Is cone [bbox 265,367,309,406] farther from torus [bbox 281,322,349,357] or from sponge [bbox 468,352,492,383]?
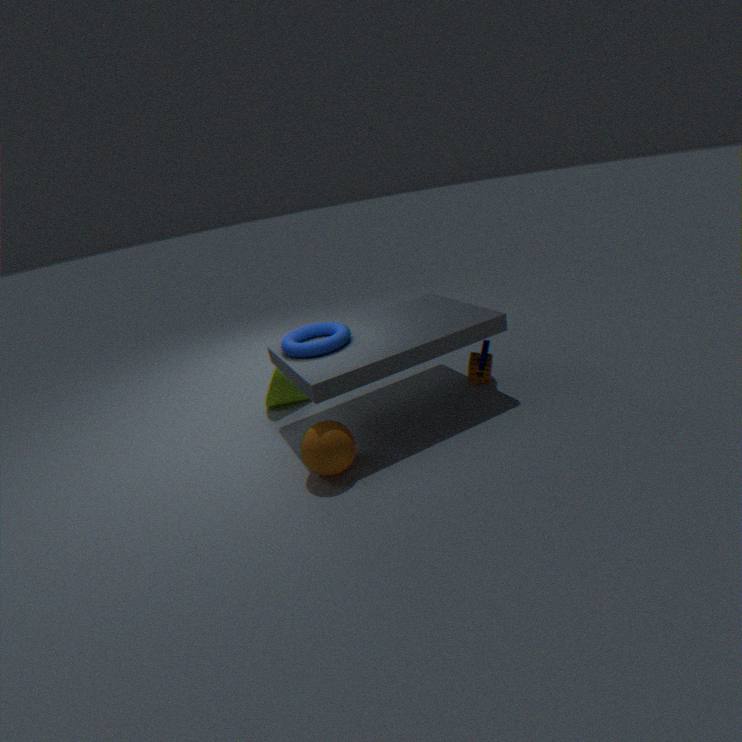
sponge [bbox 468,352,492,383]
